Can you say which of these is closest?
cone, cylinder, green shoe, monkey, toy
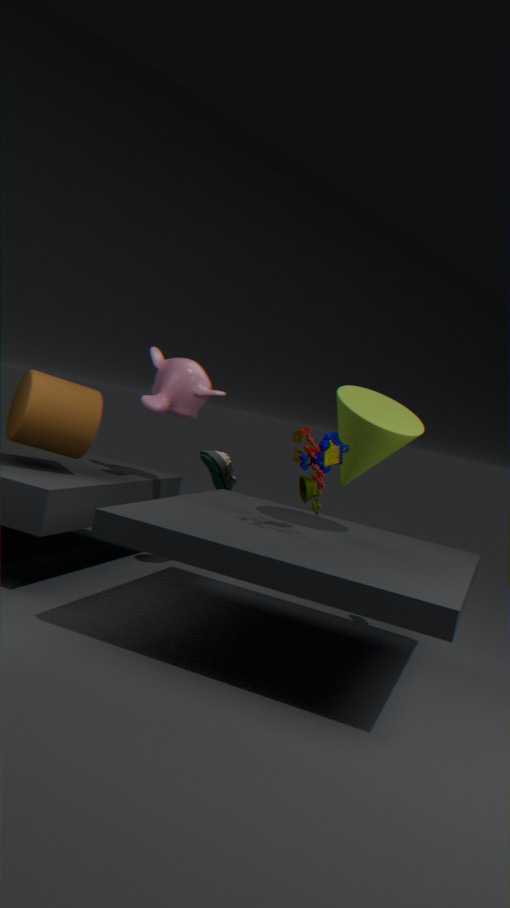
toy
